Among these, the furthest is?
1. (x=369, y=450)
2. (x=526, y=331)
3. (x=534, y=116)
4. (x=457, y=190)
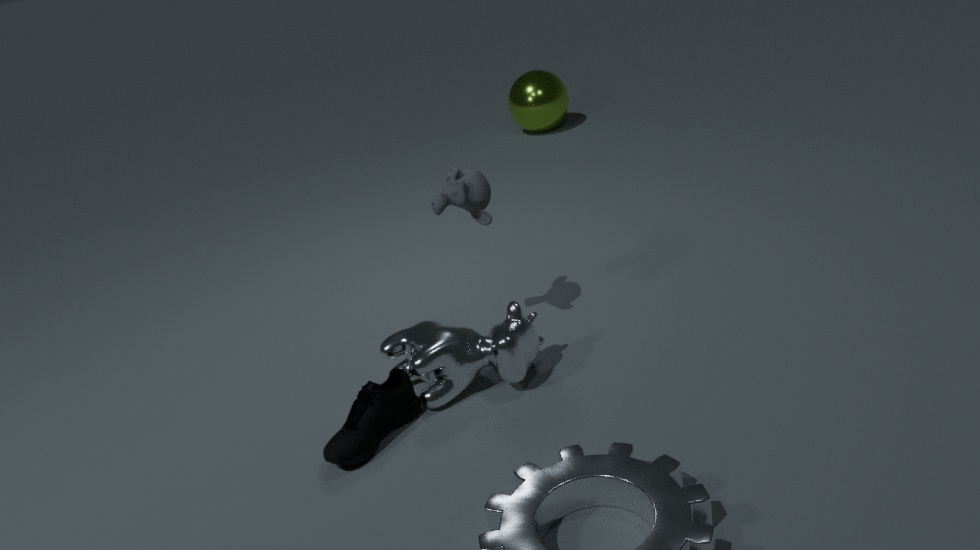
(x=534, y=116)
